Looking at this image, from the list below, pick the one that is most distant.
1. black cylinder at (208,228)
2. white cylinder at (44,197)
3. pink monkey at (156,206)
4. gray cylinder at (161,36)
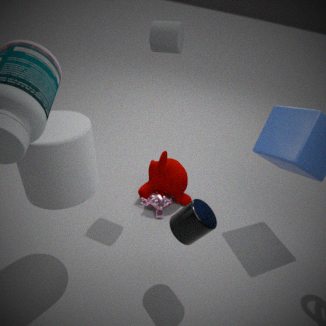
pink monkey at (156,206)
